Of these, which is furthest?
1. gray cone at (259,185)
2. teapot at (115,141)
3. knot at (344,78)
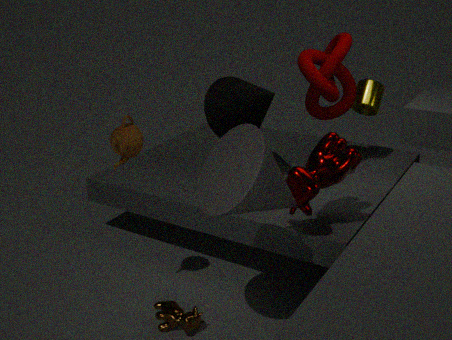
knot at (344,78)
